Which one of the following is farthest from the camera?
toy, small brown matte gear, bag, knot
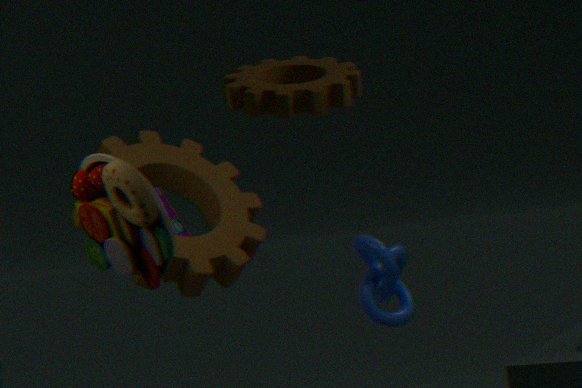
bag
